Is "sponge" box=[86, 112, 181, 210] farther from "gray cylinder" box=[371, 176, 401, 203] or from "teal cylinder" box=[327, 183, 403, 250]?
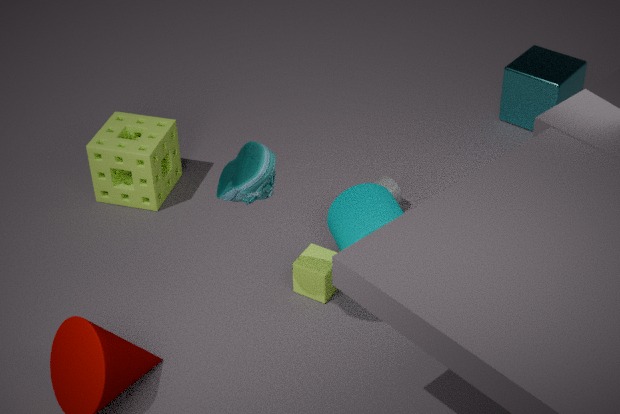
"gray cylinder" box=[371, 176, 401, 203]
